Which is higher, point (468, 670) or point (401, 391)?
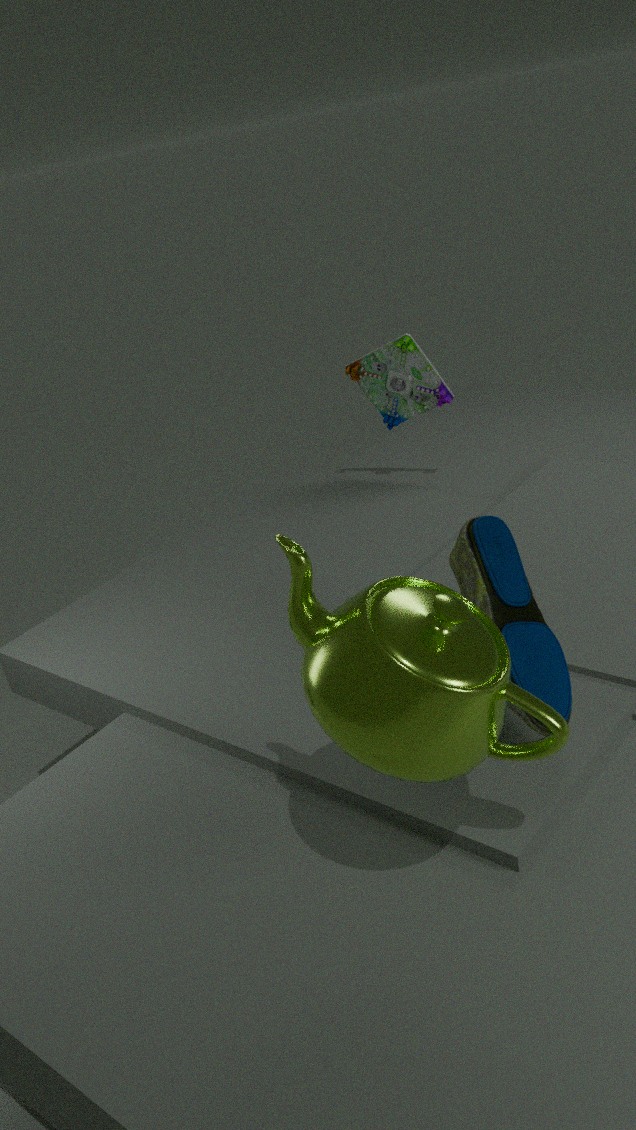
point (468, 670)
